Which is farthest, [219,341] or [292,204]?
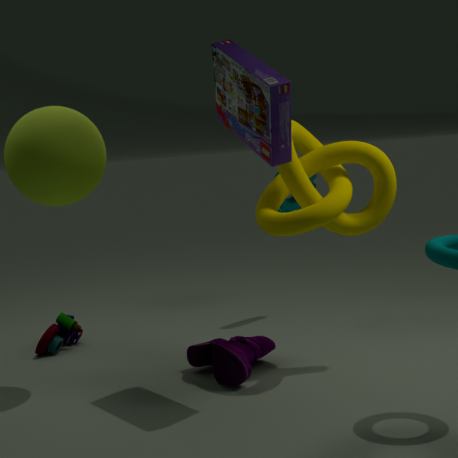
[292,204]
